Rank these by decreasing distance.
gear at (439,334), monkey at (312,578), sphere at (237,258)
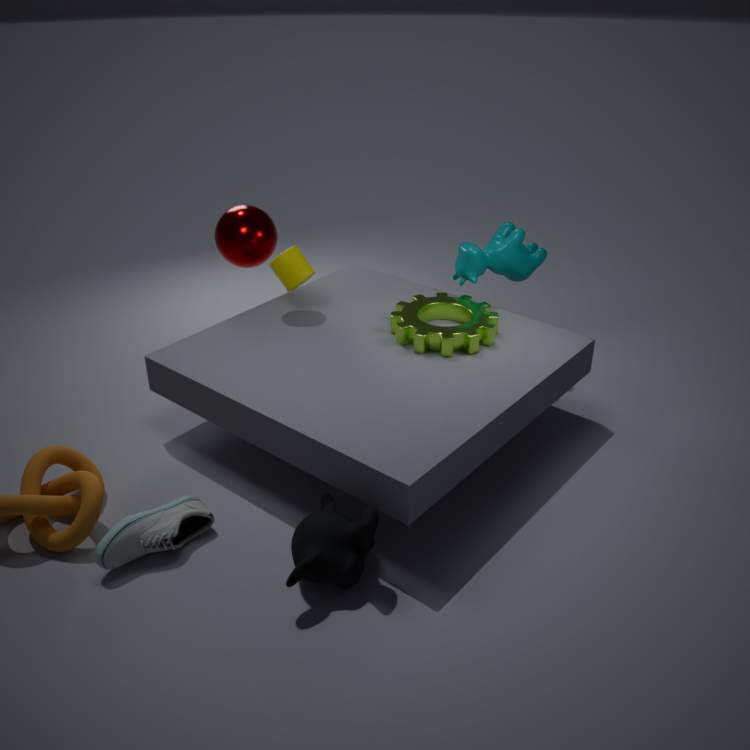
sphere at (237,258), gear at (439,334), monkey at (312,578)
